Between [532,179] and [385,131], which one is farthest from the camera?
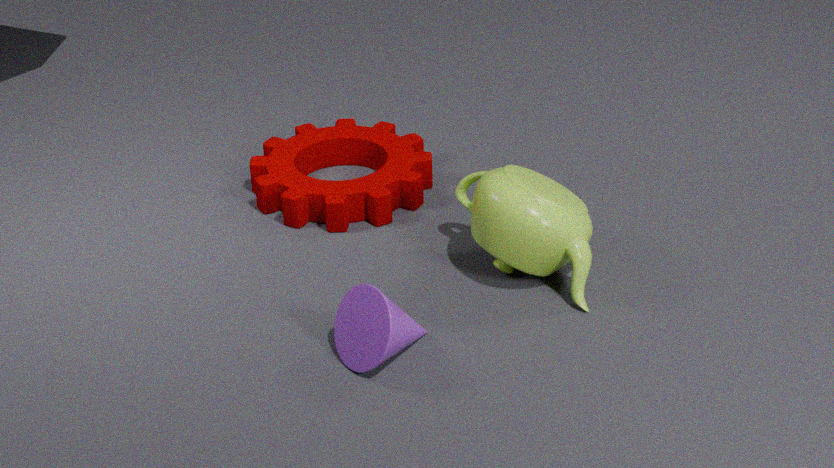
[385,131]
